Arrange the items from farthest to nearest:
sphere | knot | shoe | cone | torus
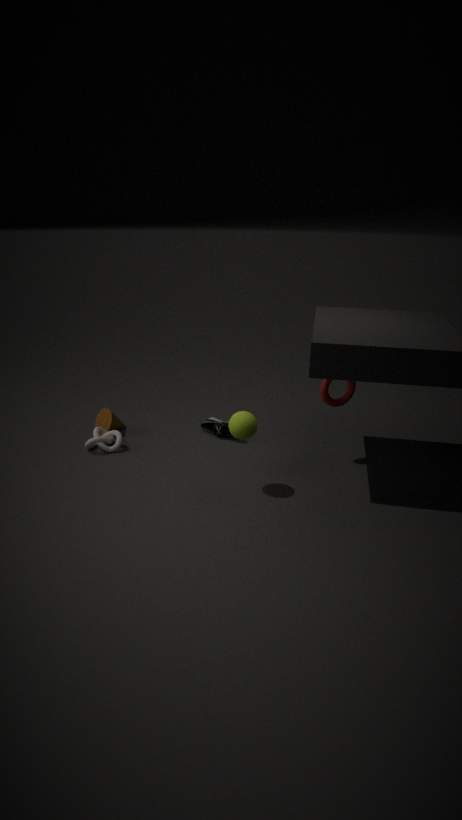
1. cone
2. shoe
3. knot
4. torus
5. sphere
